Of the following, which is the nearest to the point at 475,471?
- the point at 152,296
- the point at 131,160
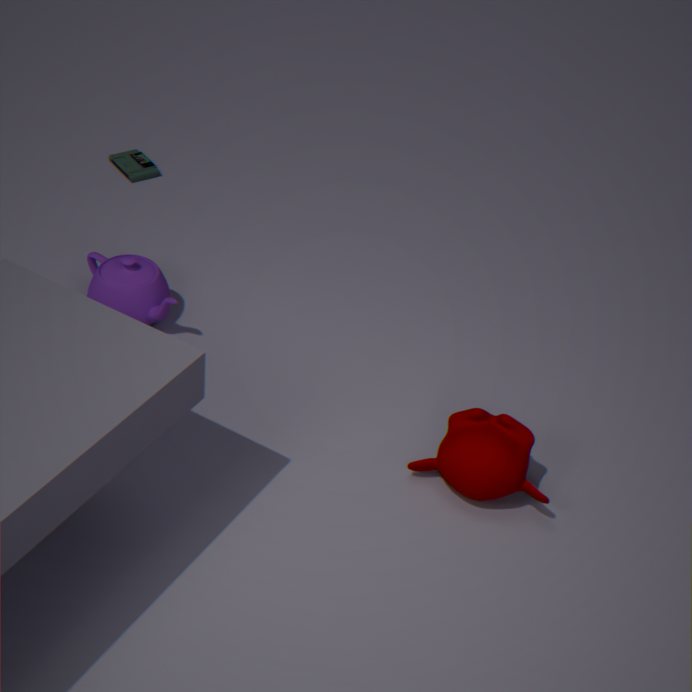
the point at 152,296
